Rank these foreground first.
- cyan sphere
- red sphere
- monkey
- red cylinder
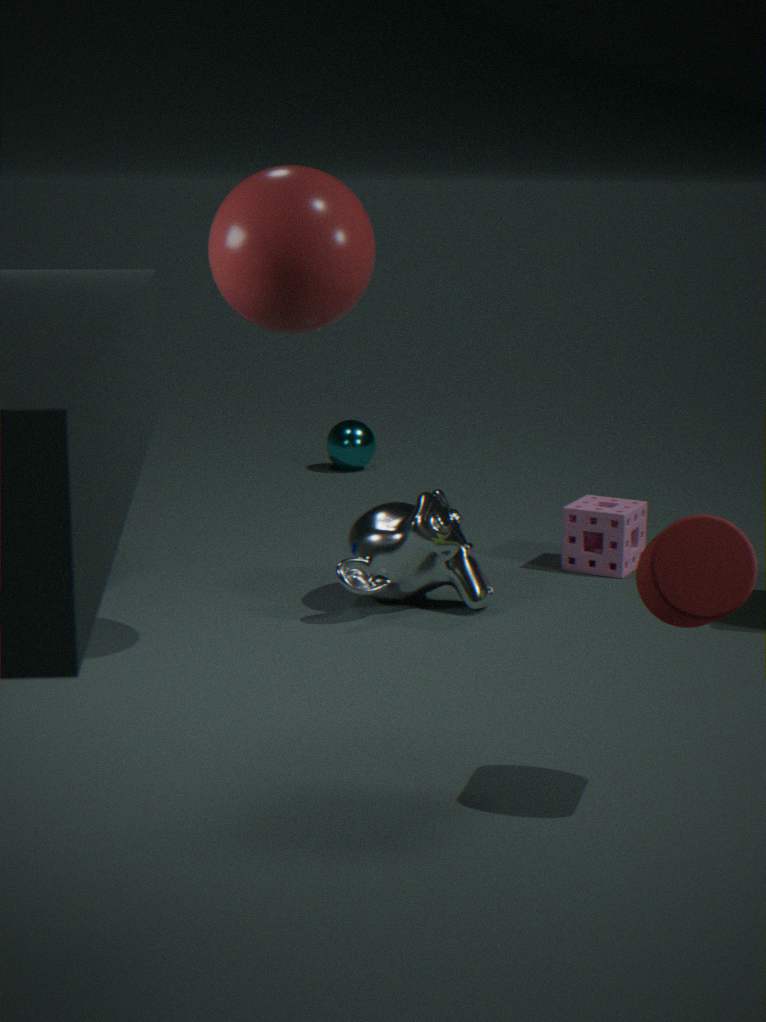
red cylinder, red sphere, monkey, cyan sphere
